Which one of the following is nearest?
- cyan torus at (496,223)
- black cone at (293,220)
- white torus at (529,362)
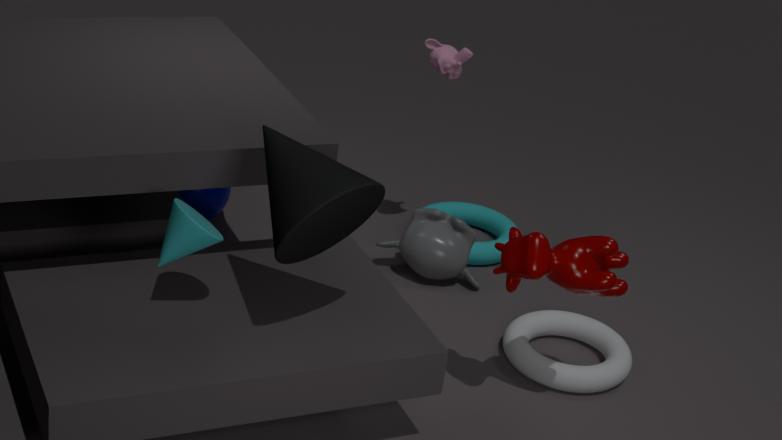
black cone at (293,220)
